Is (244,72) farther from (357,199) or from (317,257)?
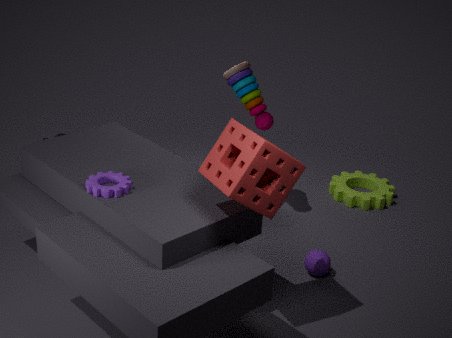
(357,199)
